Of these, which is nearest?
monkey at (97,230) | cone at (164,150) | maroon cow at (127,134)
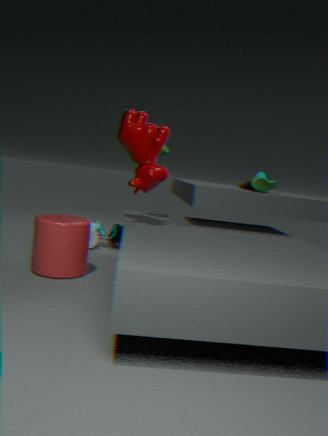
maroon cow at (127,134)
